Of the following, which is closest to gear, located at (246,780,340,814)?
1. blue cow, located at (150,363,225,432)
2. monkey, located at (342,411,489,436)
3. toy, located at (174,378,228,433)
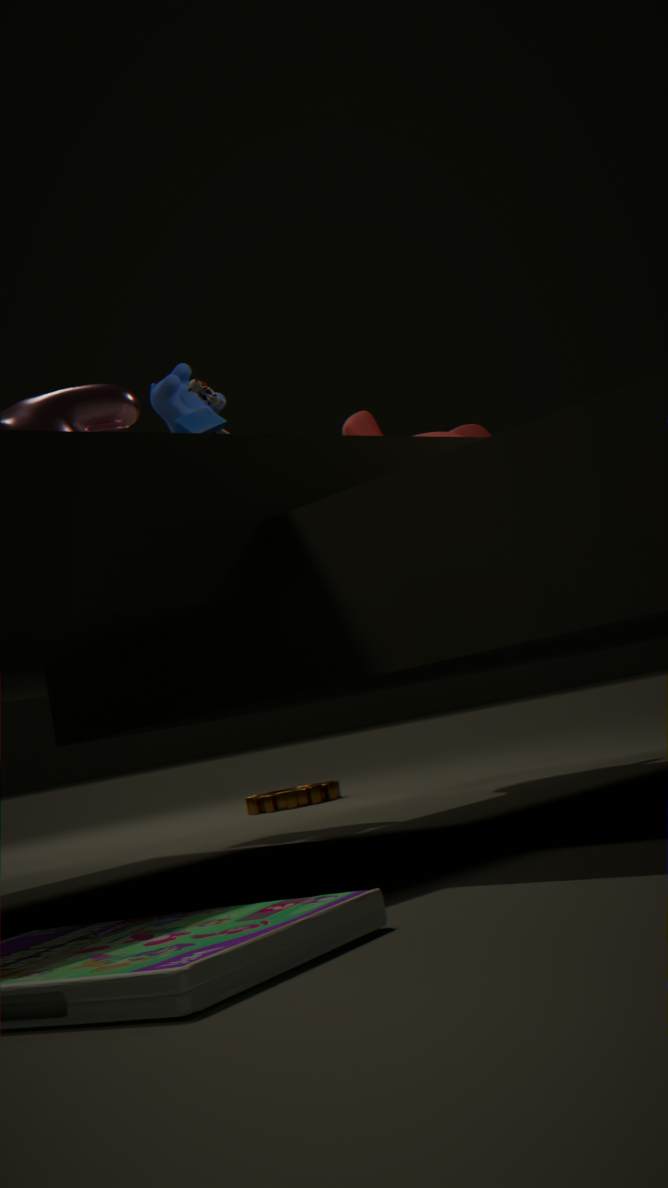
monkey, located at (342,411,489,436)
